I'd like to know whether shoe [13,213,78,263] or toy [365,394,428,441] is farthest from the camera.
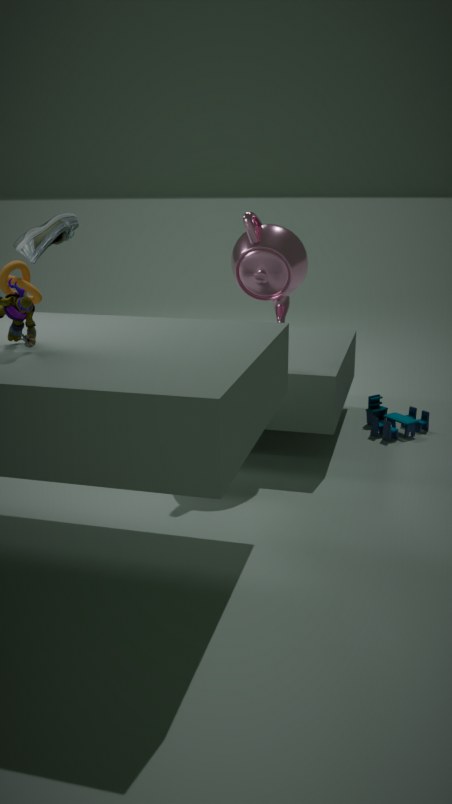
toy [365,394,428,441]
